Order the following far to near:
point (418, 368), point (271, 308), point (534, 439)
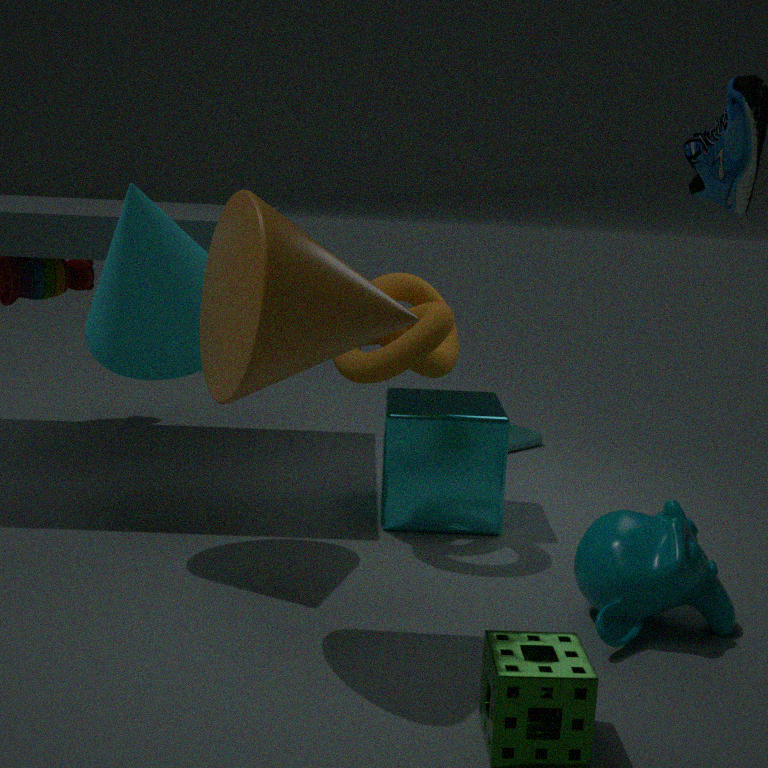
1. point (534, 439)
2. point (418, 368)
3. point (271, 308)
